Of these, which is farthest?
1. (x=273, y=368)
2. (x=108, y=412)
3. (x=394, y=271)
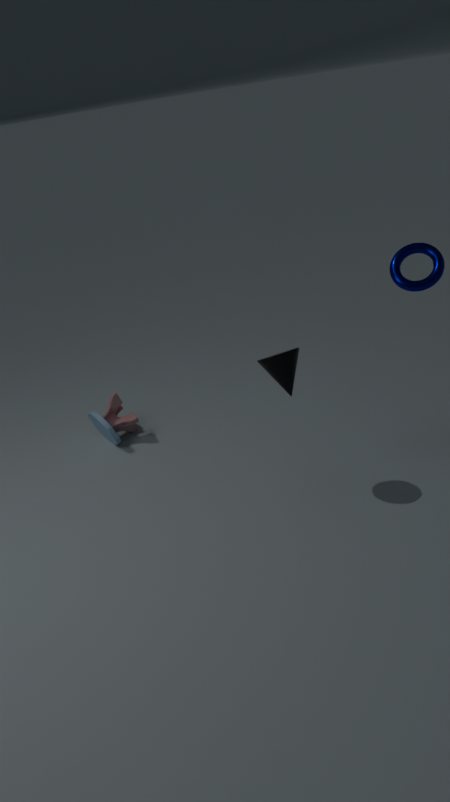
(x=108, y=412)
